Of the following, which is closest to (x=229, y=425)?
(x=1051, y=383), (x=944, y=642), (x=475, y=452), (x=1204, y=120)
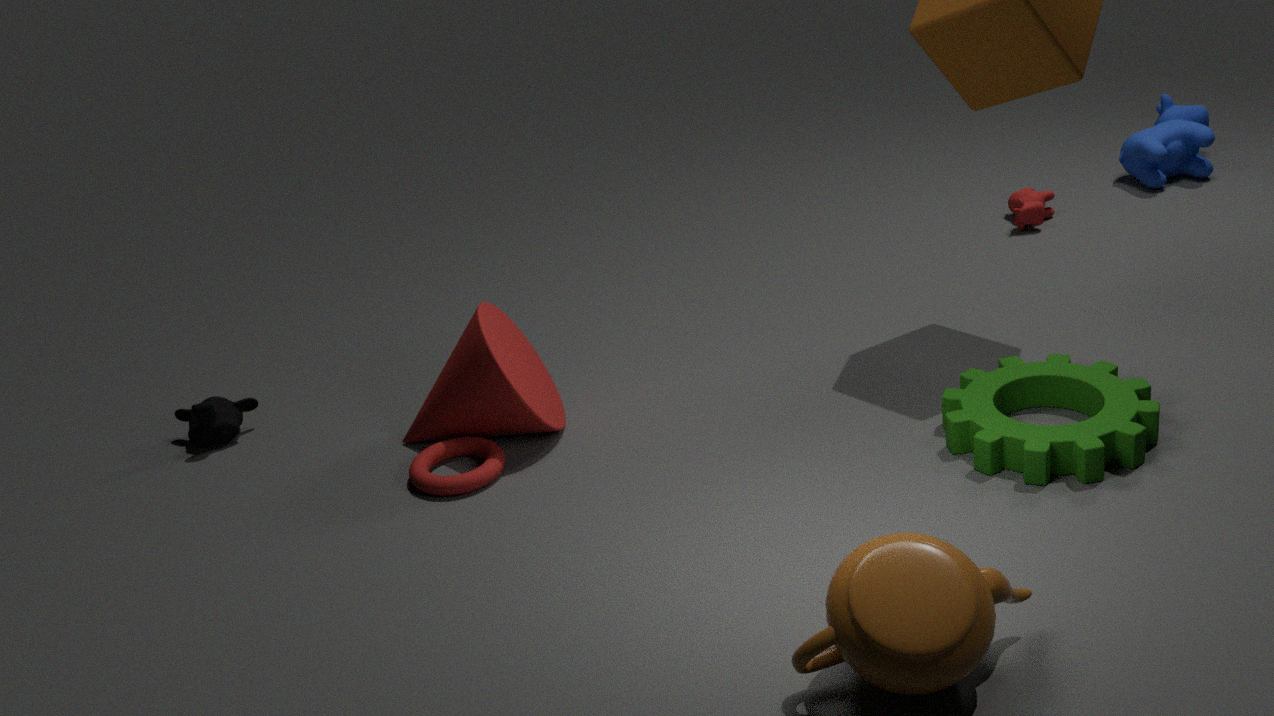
(x=475, y=452)
